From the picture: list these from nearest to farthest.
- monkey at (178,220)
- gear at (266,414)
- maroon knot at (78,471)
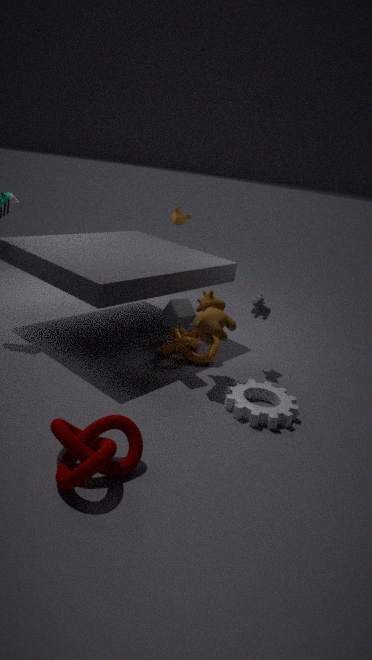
maroon knot at (78,471) → gear at (266,414) → monkey at (178,220)
